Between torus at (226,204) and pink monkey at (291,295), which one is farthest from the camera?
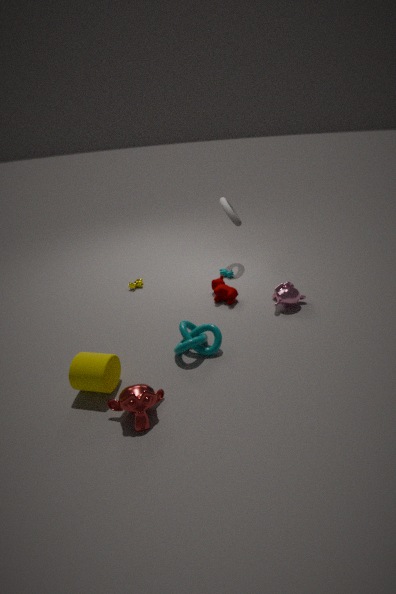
torus at (226,204)
